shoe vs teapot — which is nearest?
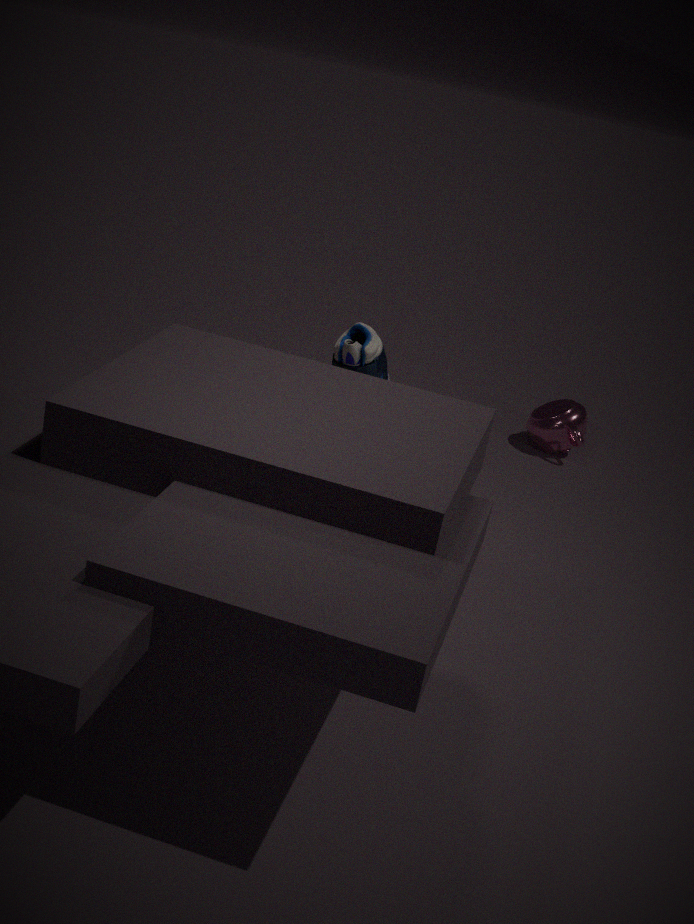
shoe
